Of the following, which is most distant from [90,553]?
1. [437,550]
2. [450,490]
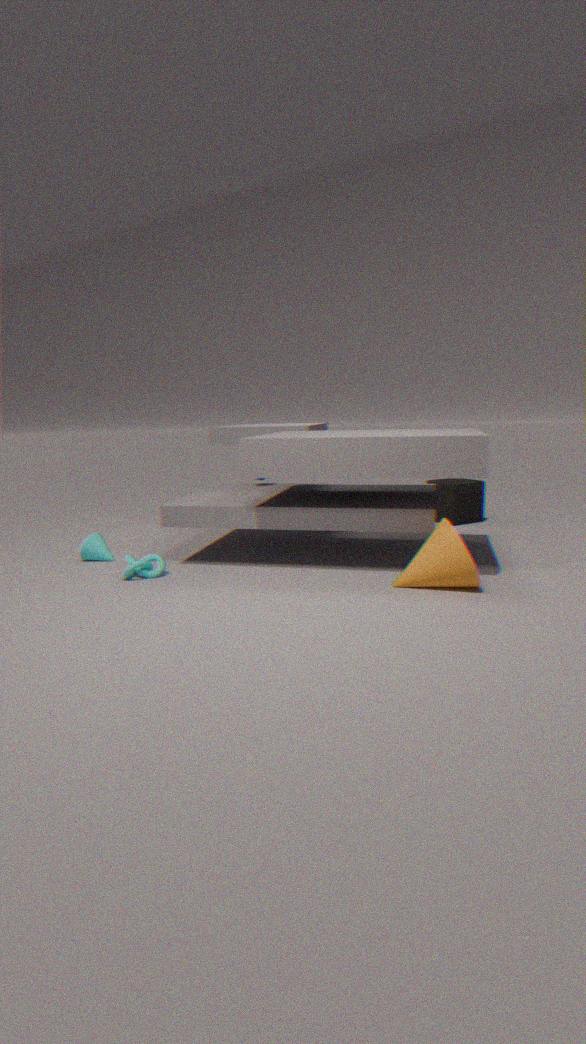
[450,490]
